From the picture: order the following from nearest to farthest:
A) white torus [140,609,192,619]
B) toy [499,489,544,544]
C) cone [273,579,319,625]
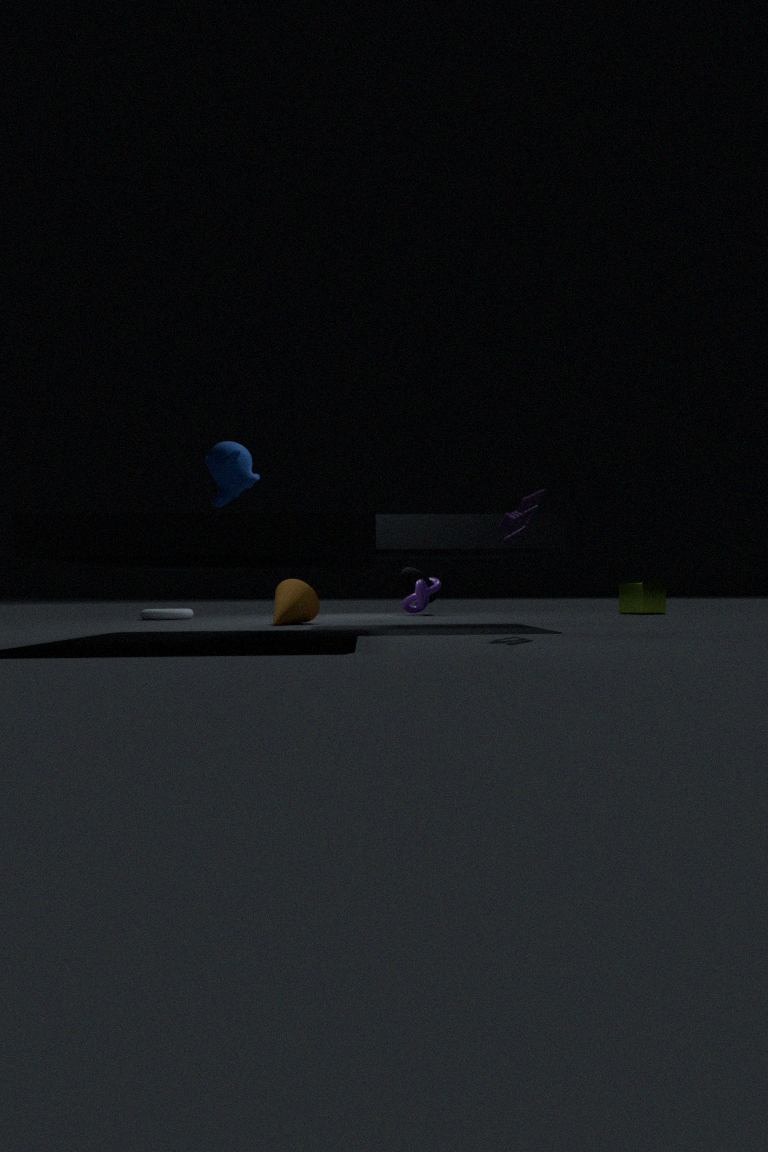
toy [499,489,544,544] < cone [273,579,319,625] < white torus [140,609,192,619]
